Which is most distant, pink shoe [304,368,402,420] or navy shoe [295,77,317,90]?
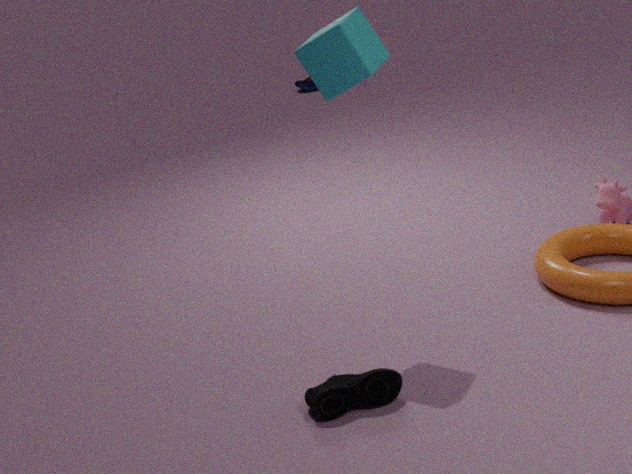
navy shoe [295,77,317,90]
